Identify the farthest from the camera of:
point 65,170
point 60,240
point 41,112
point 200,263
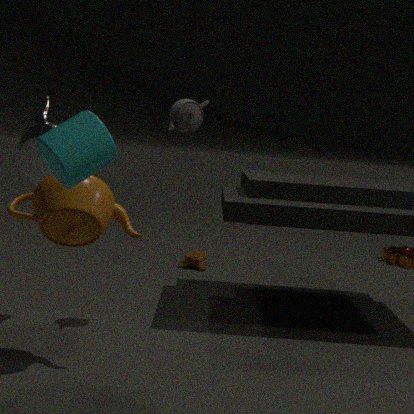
point 200,263
